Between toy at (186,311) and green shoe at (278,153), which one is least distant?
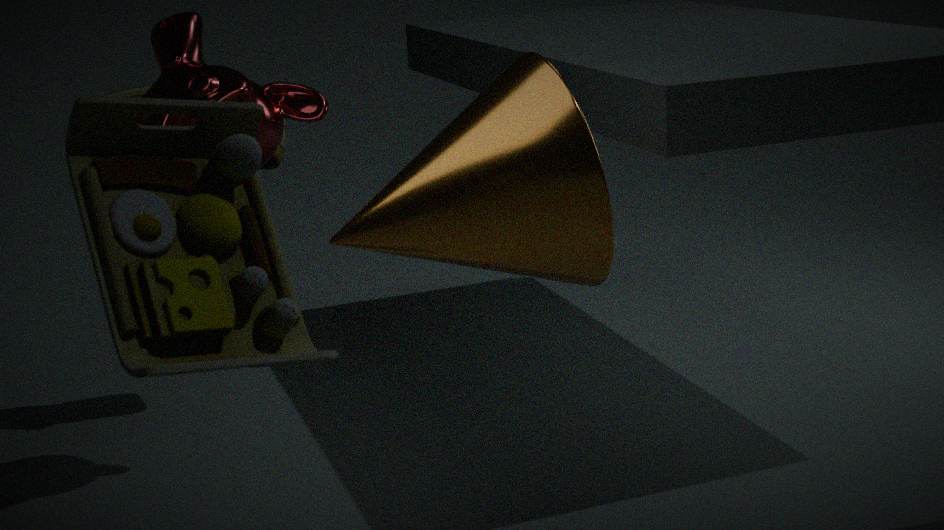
toy at (186,311)
